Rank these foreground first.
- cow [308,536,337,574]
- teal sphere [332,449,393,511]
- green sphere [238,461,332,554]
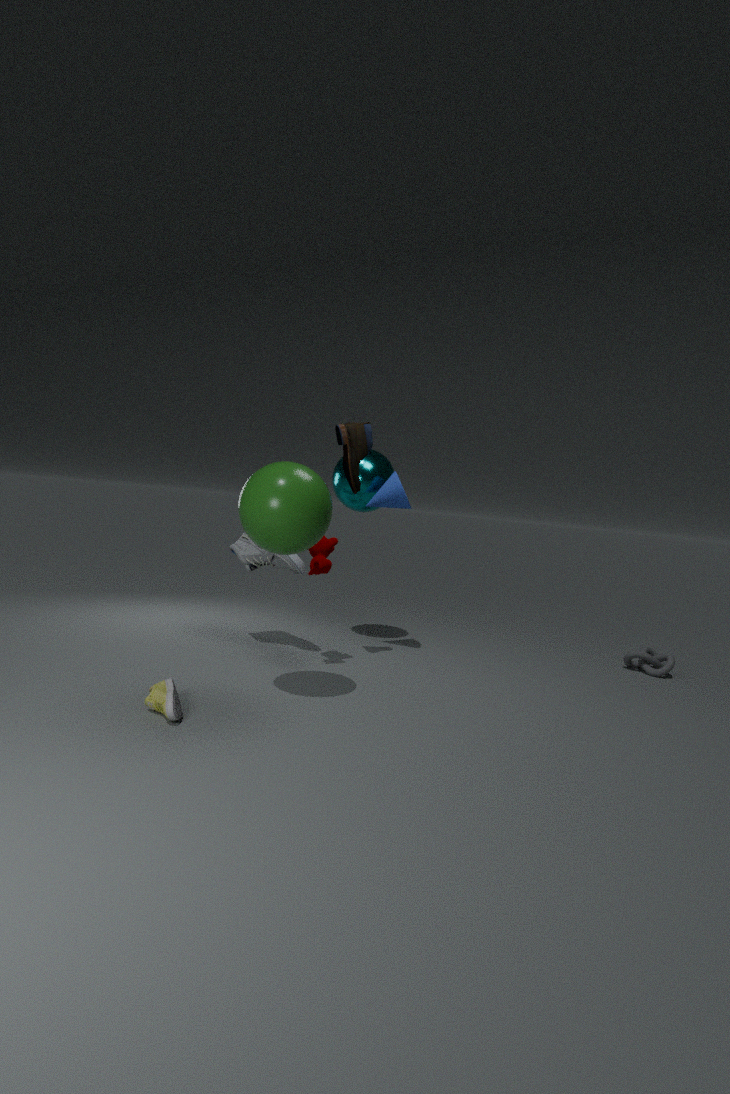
1. green sphere [238,461,332,554]
2. cow [308,536,337,574]
3. teal sphere [332,449,393,511]
